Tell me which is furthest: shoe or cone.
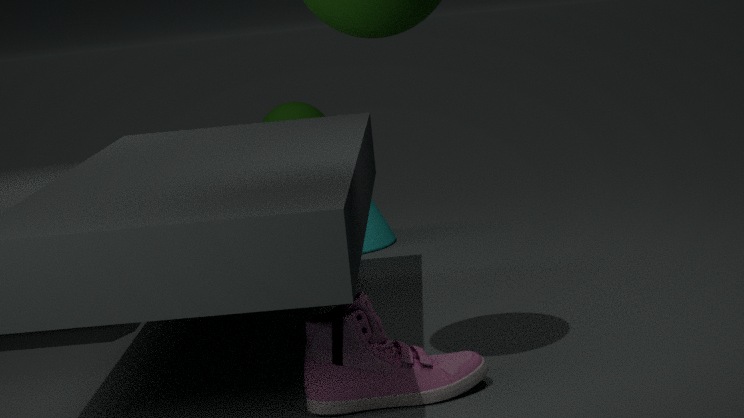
cone
